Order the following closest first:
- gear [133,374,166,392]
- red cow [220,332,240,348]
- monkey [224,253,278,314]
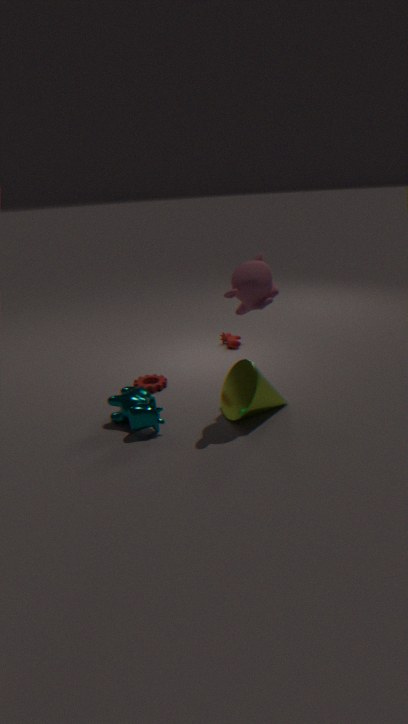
monkey [224,253,278,314] → gear [133,374,166,392] → red cow [220,332,240,348]
